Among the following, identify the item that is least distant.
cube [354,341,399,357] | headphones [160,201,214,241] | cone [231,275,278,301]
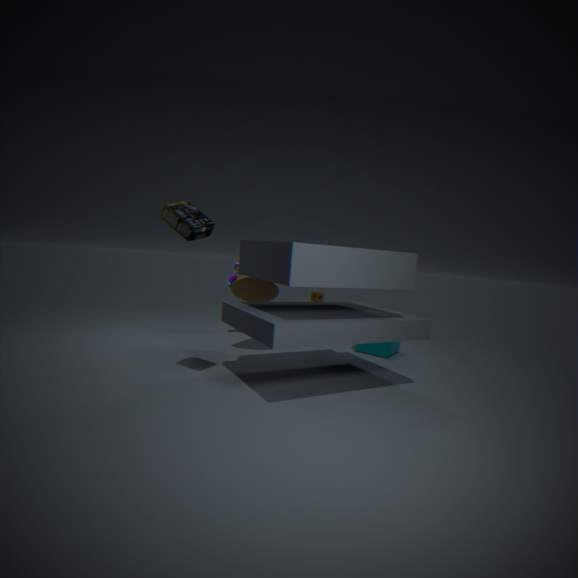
headphones [160,201,214,241]
